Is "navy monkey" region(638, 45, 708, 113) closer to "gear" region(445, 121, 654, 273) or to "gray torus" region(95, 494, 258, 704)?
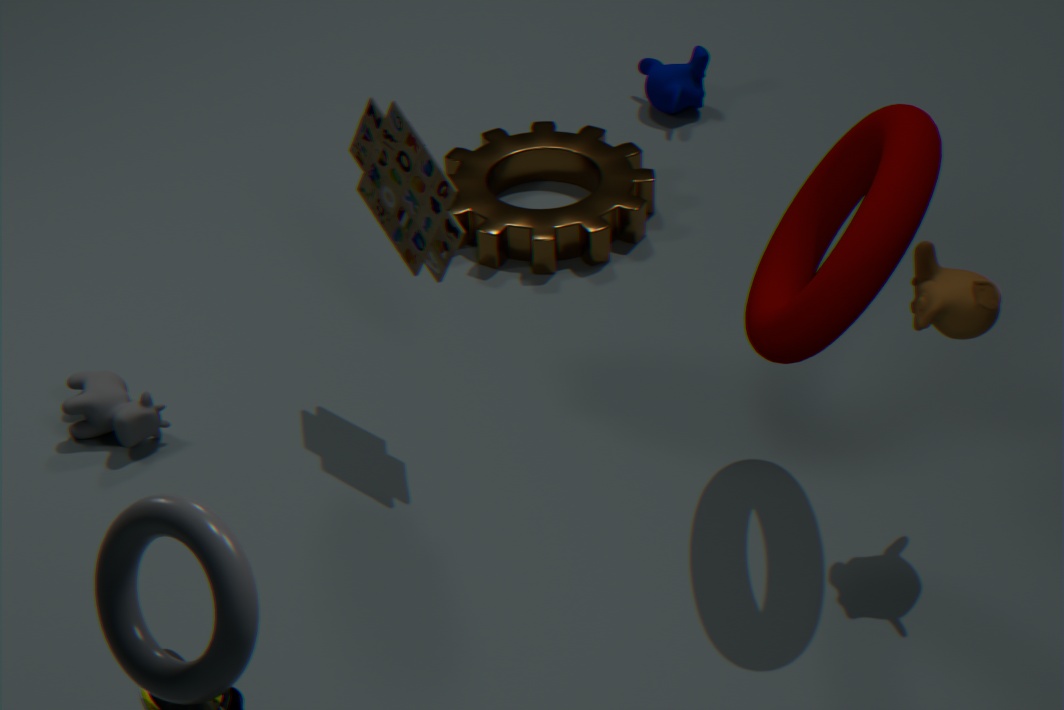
"gear" region(445, 121, 654, 273)
